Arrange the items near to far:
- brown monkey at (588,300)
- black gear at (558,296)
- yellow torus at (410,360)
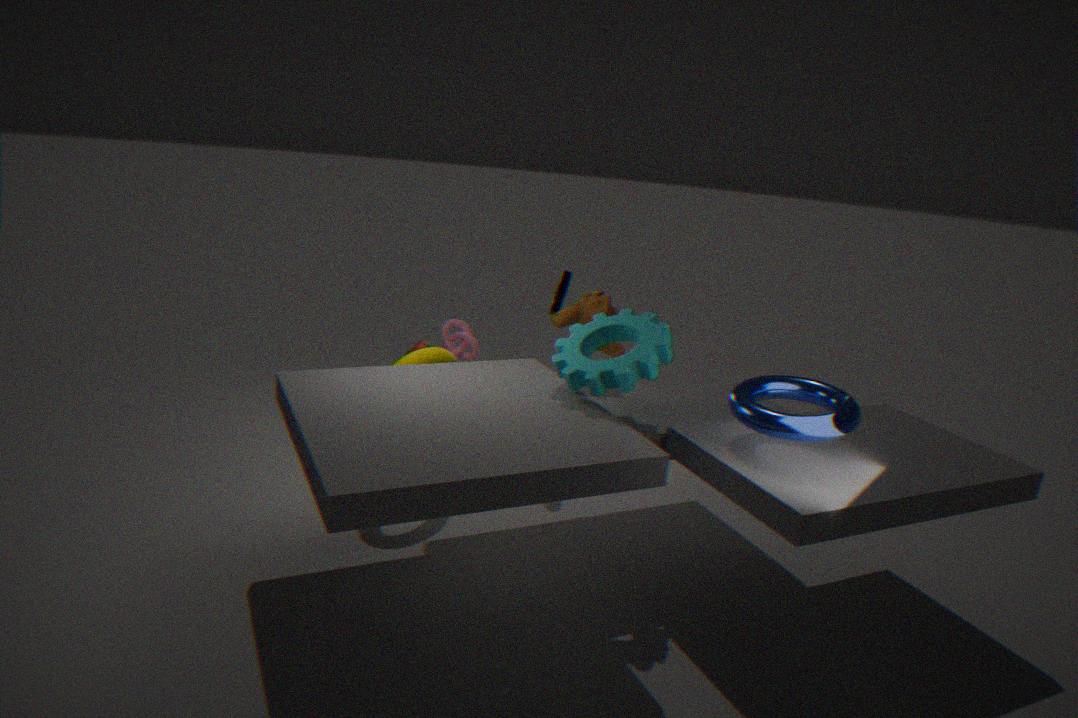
yellow torus at (410,360)
brown monkey at (588,300)
black gear at (558,296)
